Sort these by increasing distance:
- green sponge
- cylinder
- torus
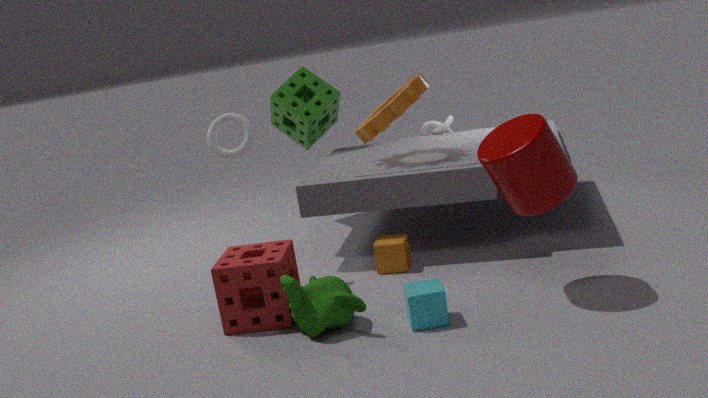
cylinder, torus, green sponge
